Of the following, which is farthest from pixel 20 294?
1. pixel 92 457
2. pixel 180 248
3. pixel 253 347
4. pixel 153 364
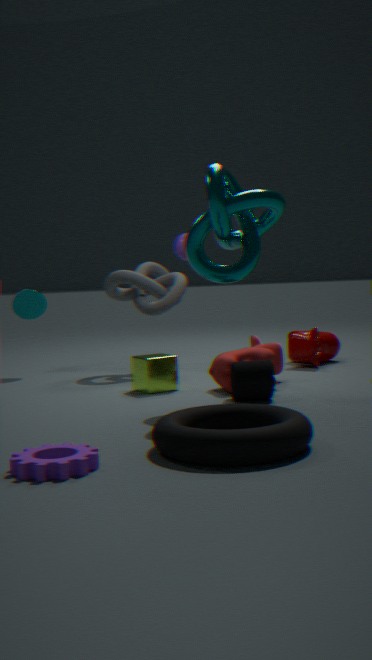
pixel 92 457
